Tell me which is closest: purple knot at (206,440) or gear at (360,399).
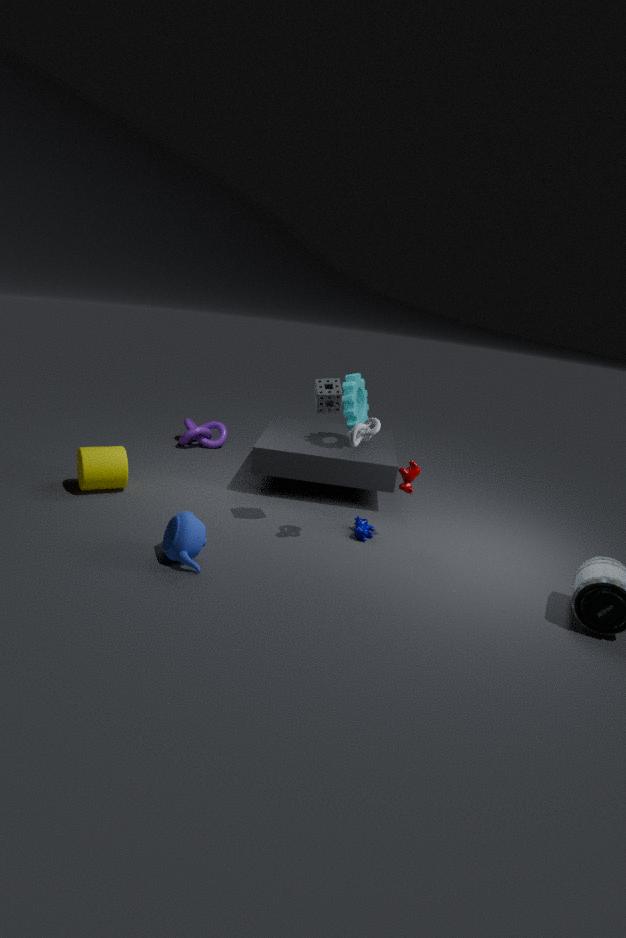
gear at (360,399)
